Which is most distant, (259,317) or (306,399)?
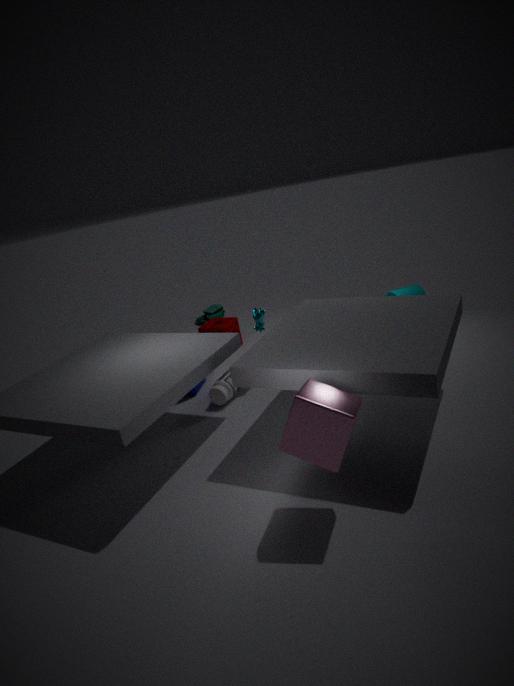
(259,317)
